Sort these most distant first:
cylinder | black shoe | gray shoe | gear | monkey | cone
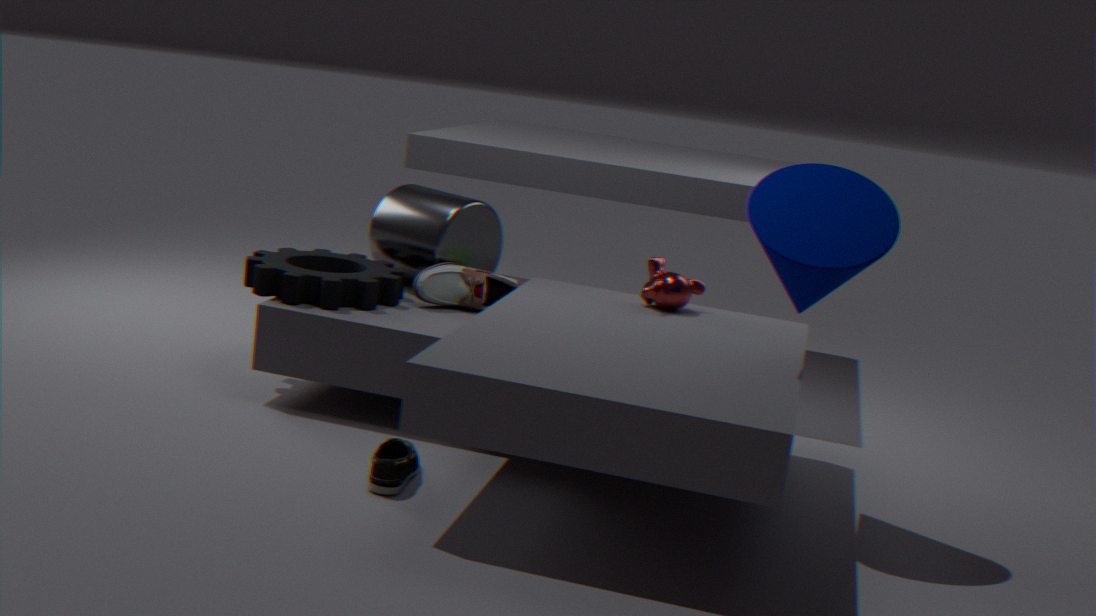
cylinder < gray shoe < monkey < gear < black shoe < cone
